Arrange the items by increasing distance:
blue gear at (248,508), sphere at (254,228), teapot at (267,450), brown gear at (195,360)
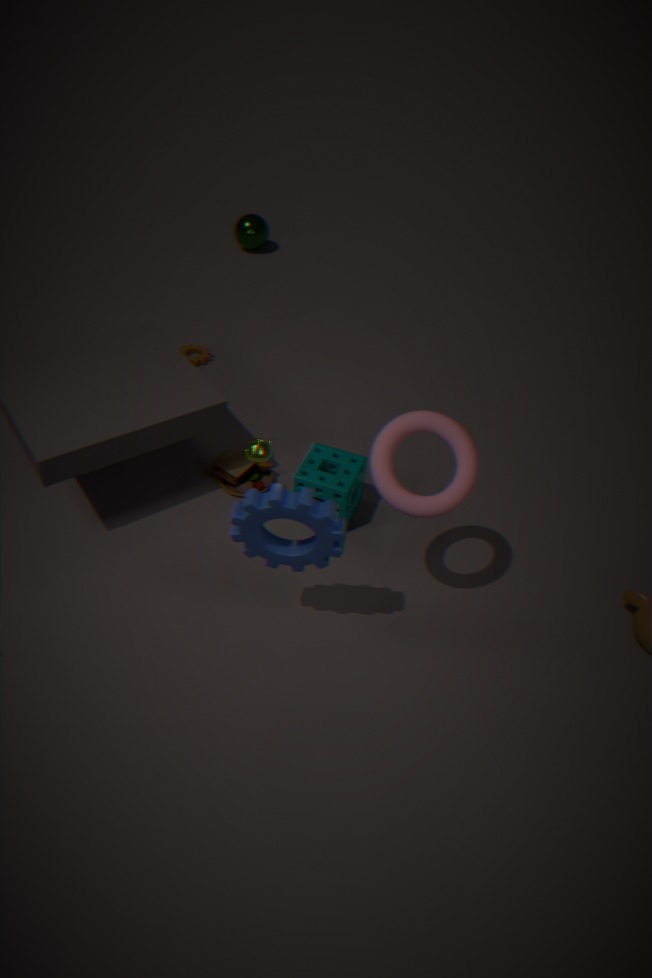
blue gear at (248,508), teapot at (267,450), brown gear at (195,360), sphere at (254,228)
